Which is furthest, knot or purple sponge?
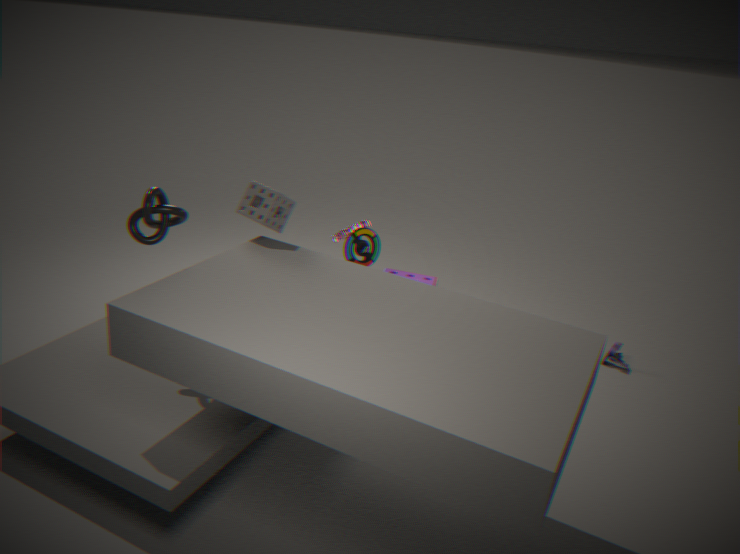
purple sponge
